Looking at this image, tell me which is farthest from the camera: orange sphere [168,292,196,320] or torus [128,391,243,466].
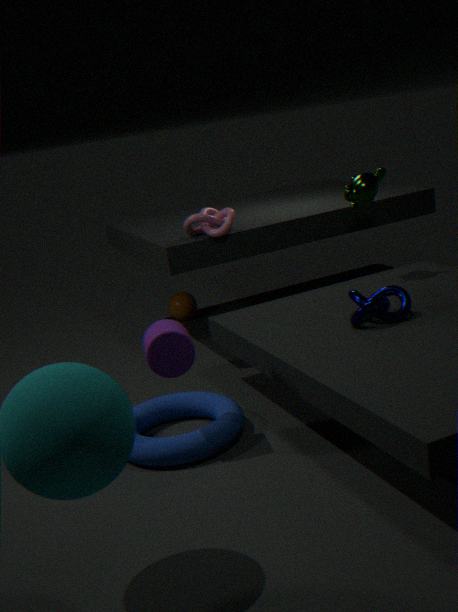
orange sphere [168,292,196,320]
